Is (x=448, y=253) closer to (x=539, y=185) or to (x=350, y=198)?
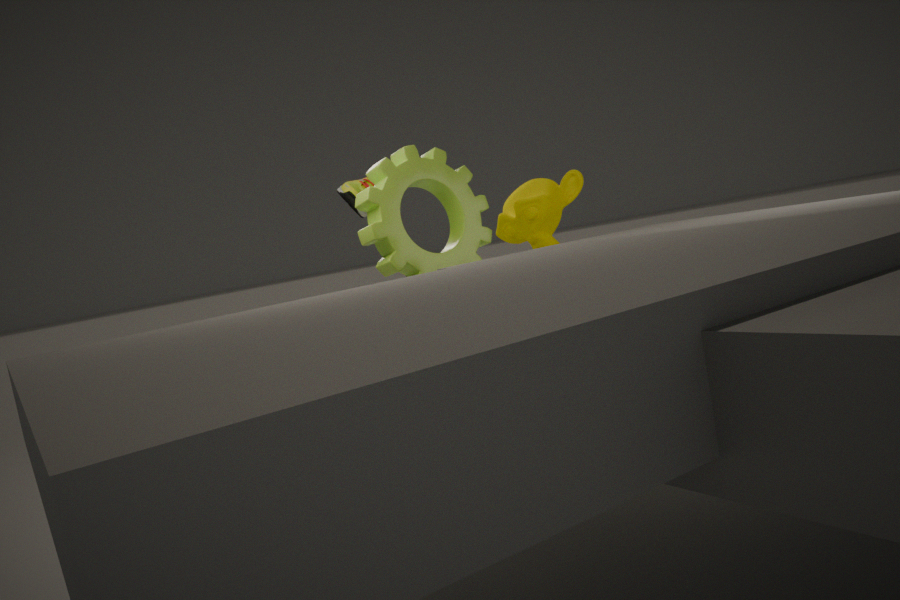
(x=350, y=198)
